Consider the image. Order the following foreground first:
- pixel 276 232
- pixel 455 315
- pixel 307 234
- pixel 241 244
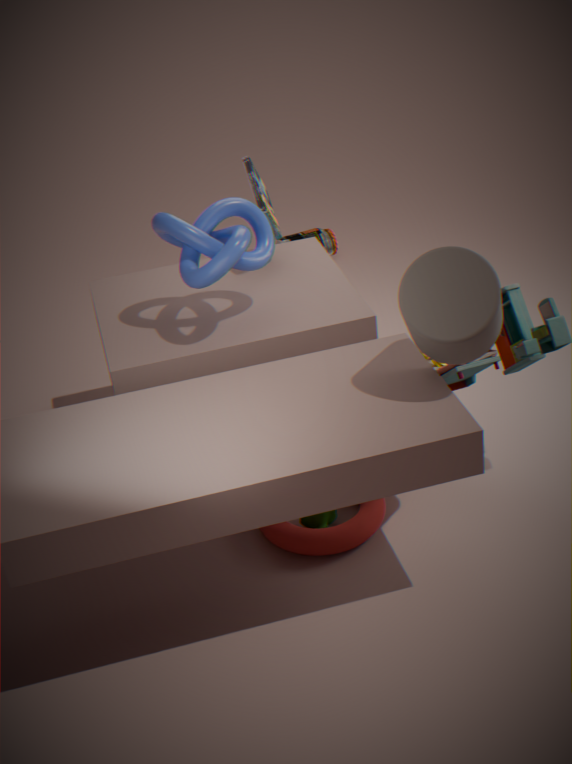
pixel 455 315 → pixel 241 244 → pixel 276 232 → pixel 307 234
